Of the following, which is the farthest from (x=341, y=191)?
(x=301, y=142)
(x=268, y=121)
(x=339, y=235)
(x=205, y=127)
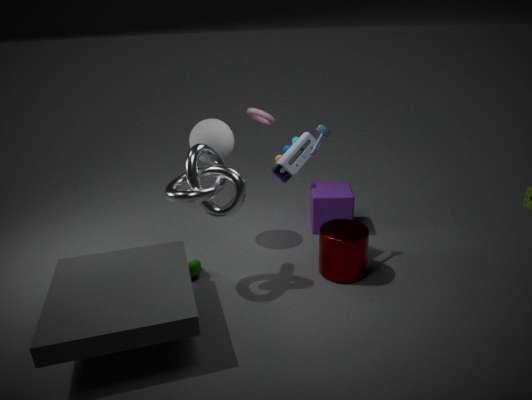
(x=205, y=127)
